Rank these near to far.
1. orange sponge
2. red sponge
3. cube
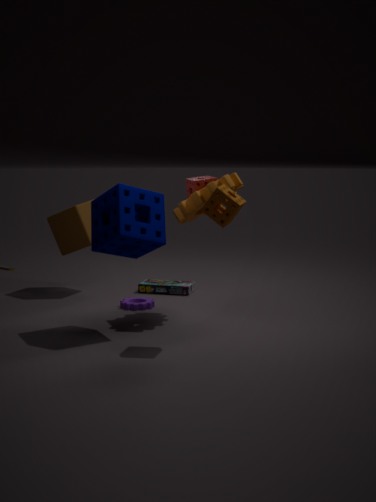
1. orange sponge
2. red sponge
3. cube
